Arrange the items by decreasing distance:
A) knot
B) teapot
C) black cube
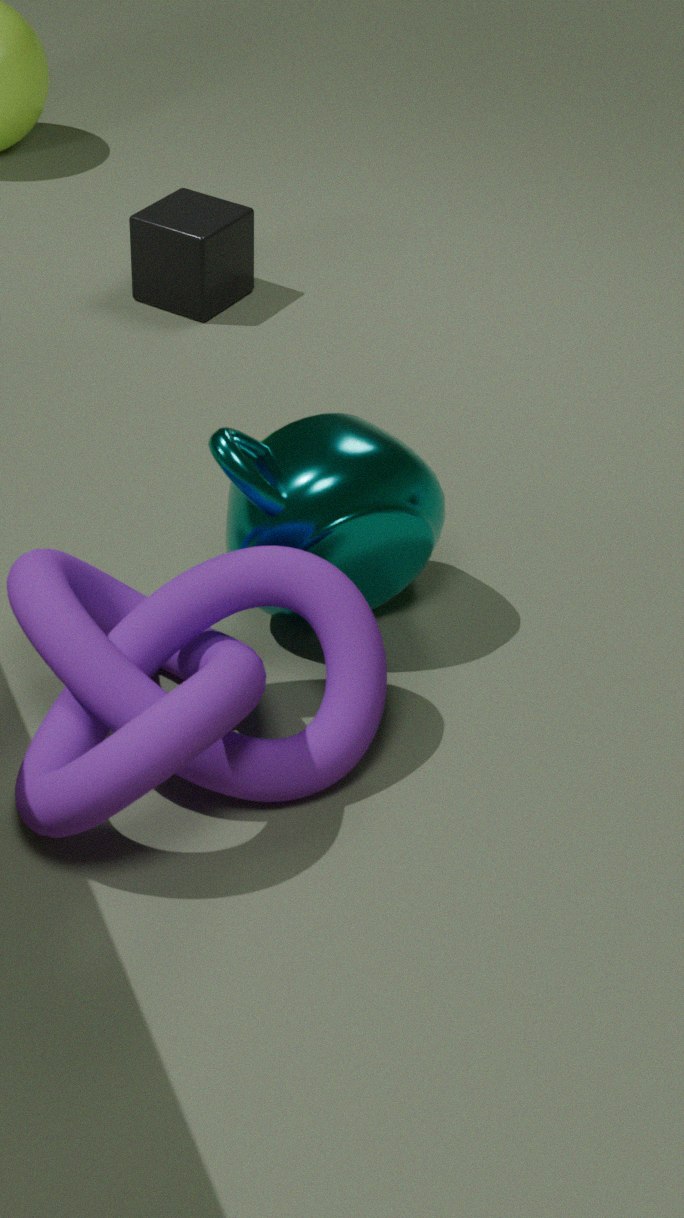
black cube
teapot
knot
